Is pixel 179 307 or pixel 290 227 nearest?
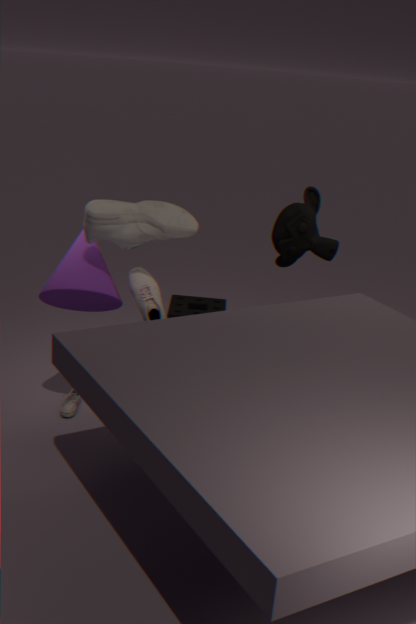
pixel 290 227
